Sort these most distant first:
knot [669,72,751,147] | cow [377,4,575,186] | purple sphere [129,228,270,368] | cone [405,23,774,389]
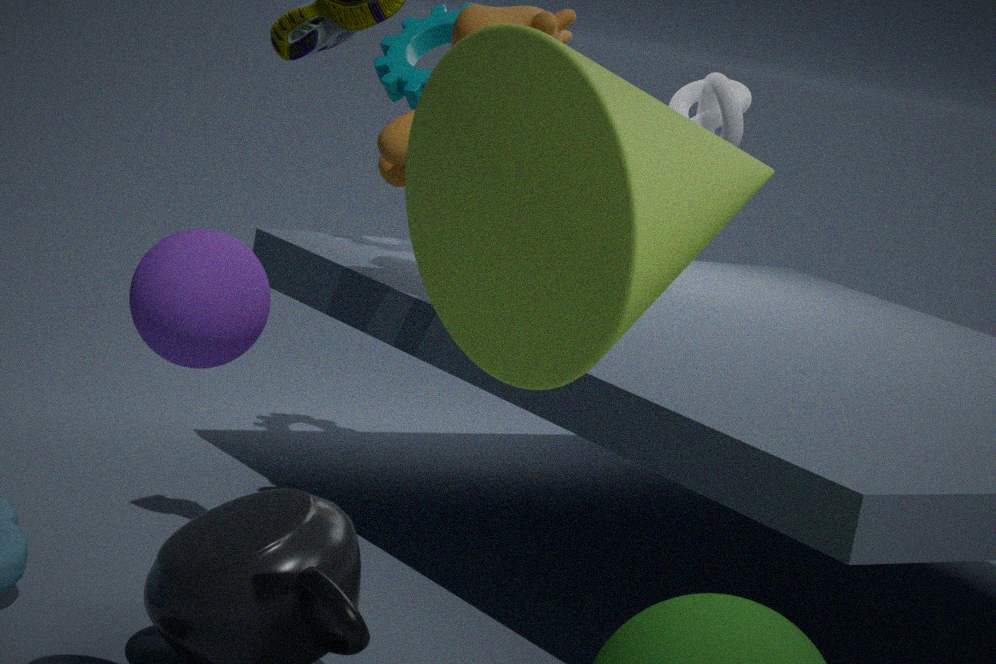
1. knot [669,72,751,147]
2. cow [377,4,575,186]
3. purple sphere [129,228,270,368]
4. cone [405,23,774,389]
